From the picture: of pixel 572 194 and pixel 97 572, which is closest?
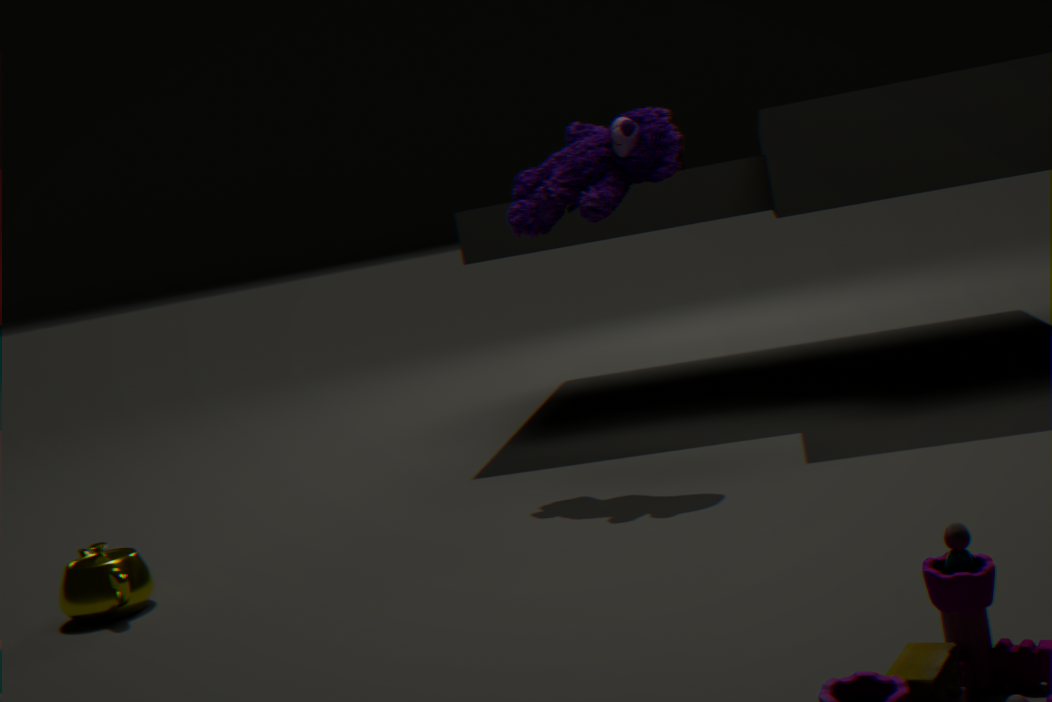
pixel 97 572
